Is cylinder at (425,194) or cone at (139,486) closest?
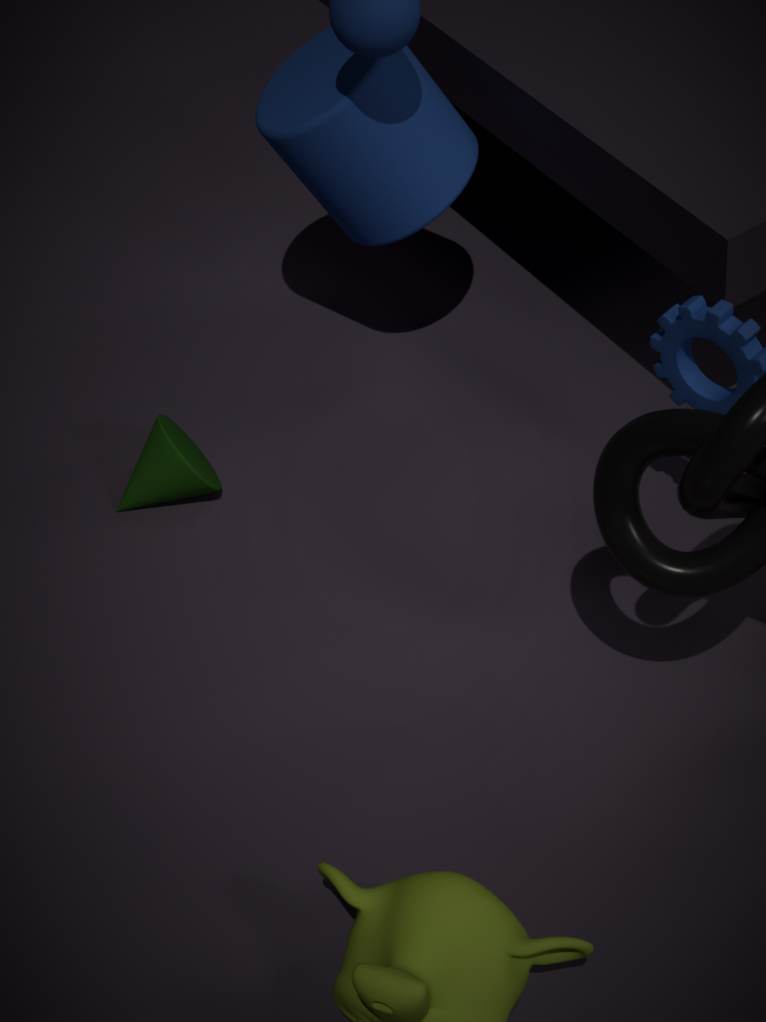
cylinder at (425,194)
